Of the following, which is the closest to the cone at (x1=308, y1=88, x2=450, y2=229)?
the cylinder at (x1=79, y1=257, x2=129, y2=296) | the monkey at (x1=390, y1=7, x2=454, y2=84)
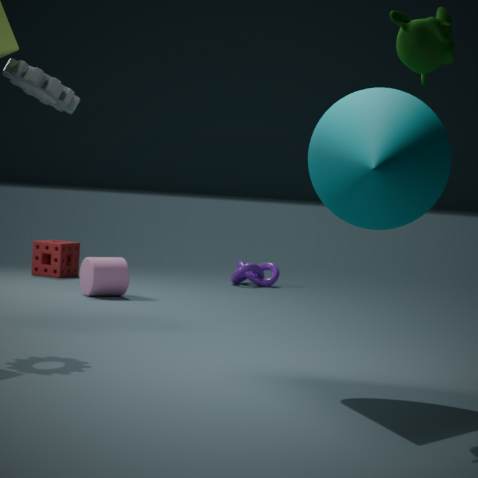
the monkey at (x1=390, y1=7, x2=454, y2=84)
